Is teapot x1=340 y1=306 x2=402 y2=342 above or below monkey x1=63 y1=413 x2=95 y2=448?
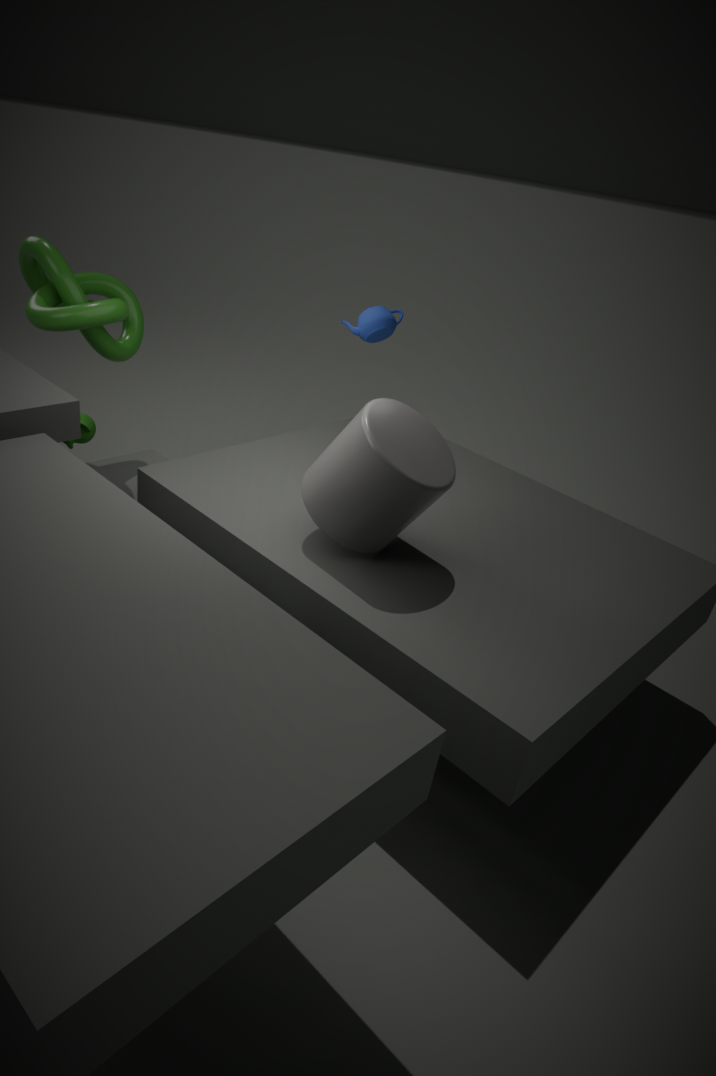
above
